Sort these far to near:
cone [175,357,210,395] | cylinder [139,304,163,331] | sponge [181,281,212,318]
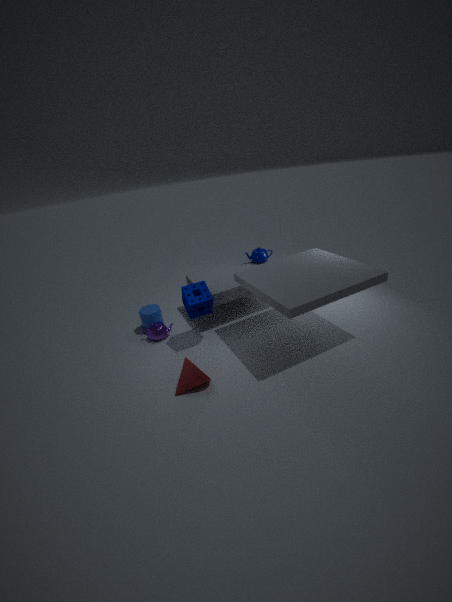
1. cylinder [139,304,163,331]
2. sponge [181,281,212,318]
3. cone [175,357,210,395]
